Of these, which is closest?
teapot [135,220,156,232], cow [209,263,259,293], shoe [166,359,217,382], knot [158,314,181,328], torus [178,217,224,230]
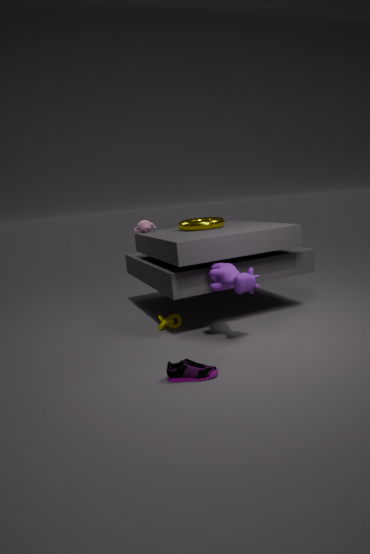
shoe [166,359,217,382]
